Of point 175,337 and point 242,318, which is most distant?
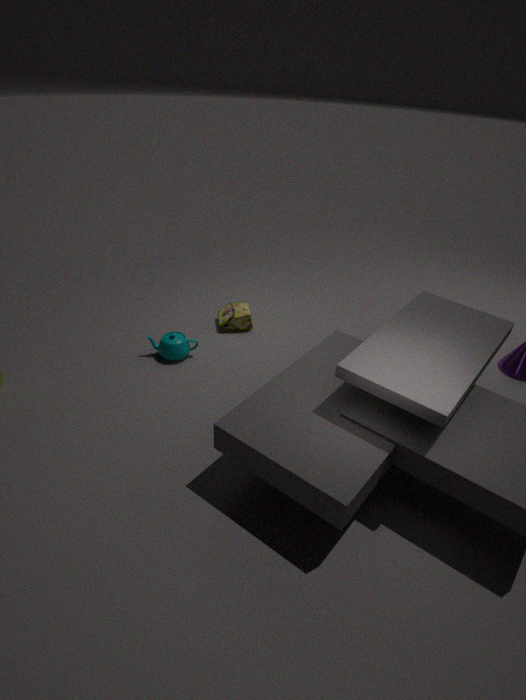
point 242,318
